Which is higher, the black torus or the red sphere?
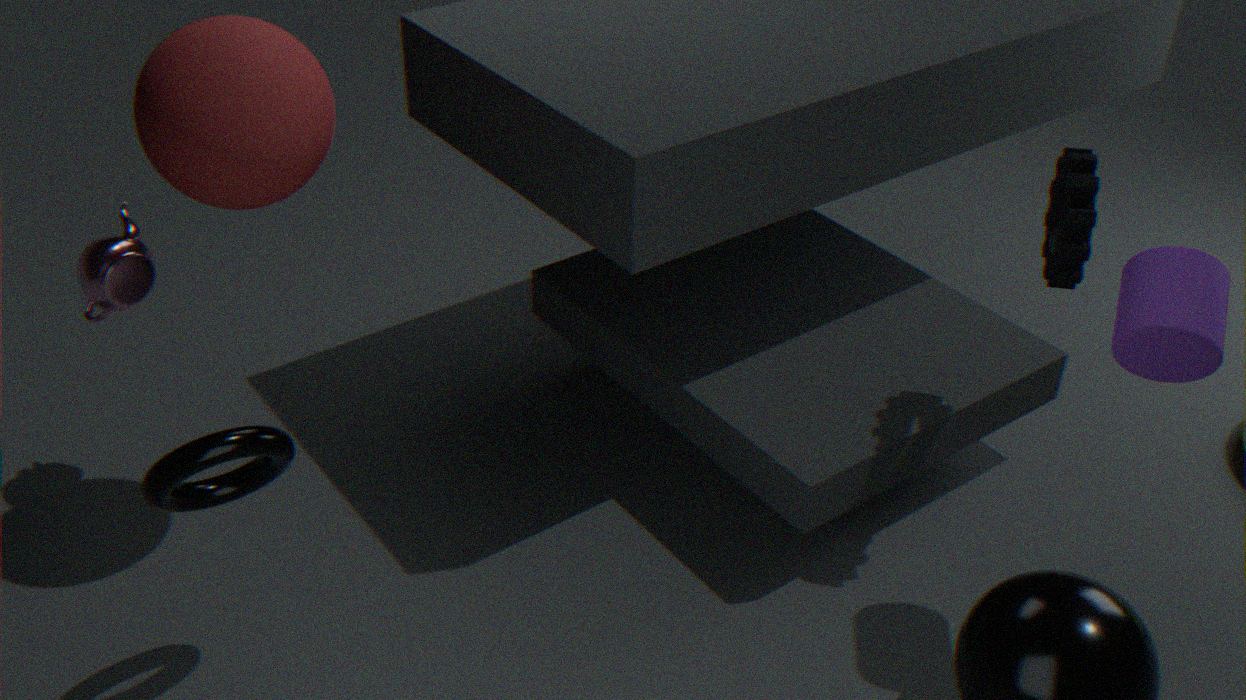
the red sphere
